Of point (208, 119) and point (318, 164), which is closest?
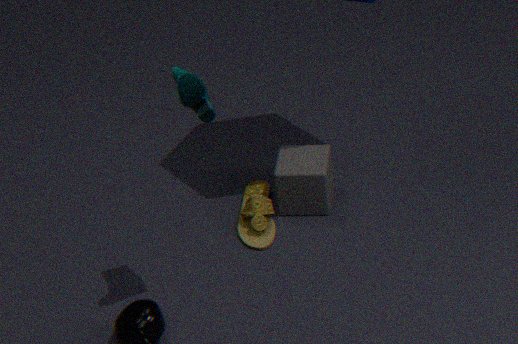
point (208, 119)
